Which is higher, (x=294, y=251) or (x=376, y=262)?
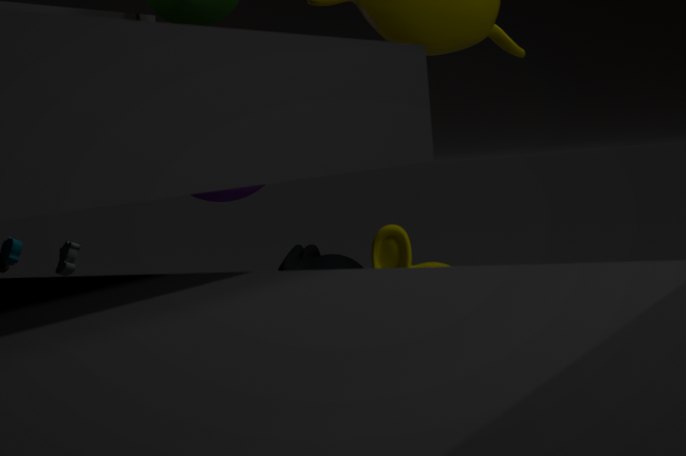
(x=376, y=262)
